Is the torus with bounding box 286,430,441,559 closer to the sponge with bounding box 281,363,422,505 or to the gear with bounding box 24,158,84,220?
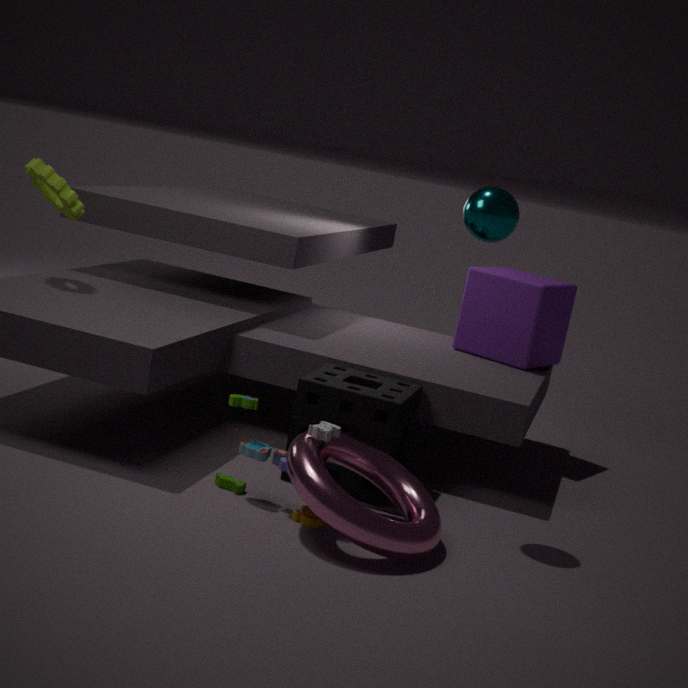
the sponge with bounding box 281,363,422,505
